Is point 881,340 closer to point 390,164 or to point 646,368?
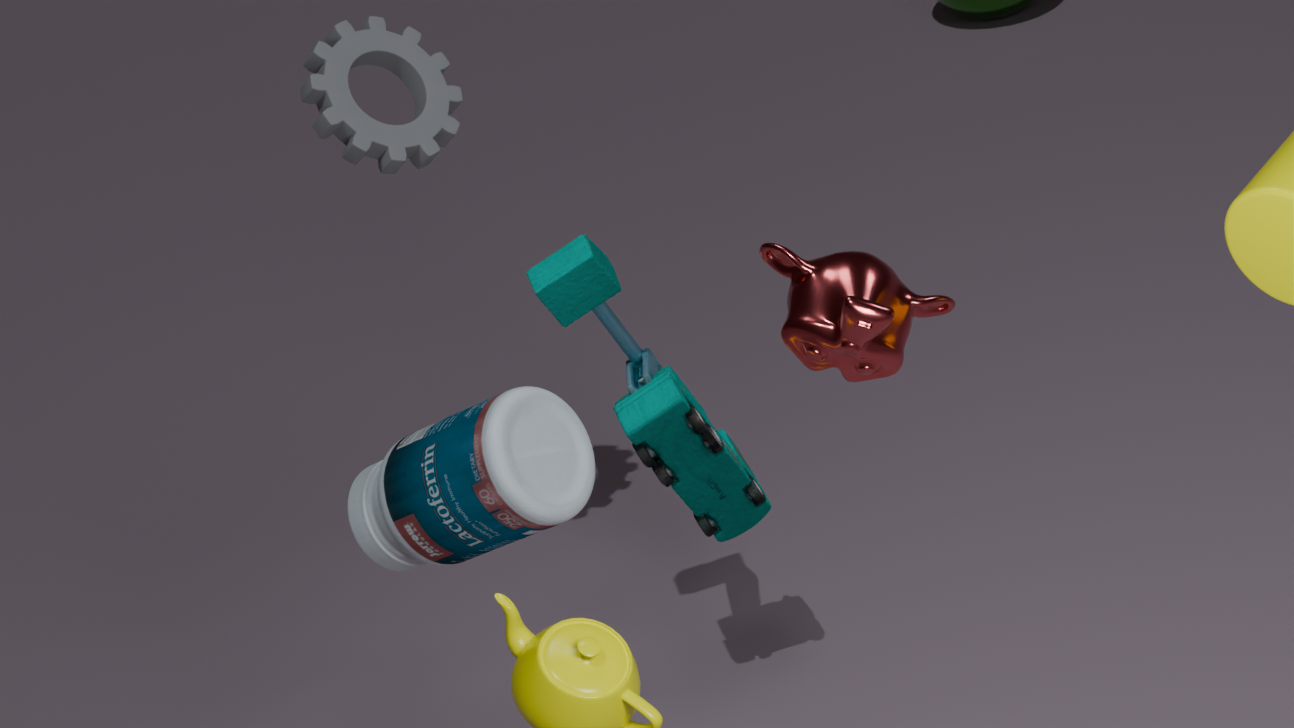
point 646,368
